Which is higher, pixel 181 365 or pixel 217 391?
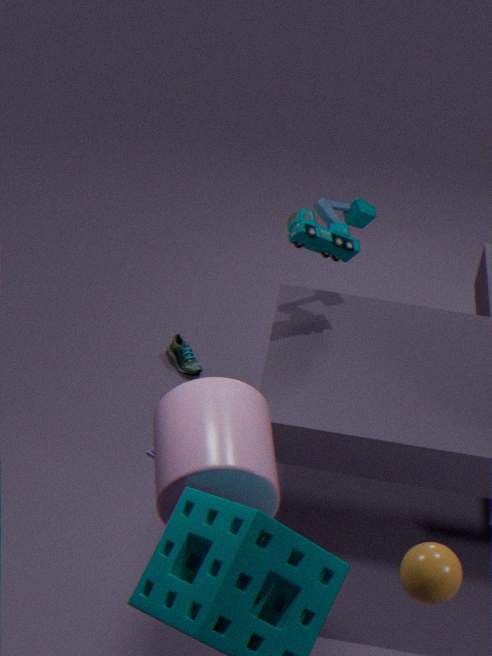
pixel 217 391
